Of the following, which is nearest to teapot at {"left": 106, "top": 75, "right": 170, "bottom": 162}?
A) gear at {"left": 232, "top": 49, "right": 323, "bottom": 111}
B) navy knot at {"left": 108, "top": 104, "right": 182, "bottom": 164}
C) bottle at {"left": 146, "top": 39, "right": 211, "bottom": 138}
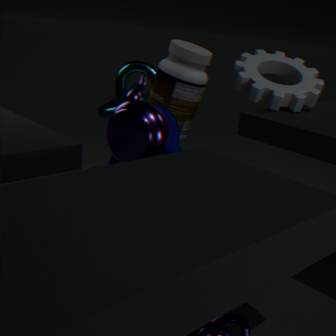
navy knot at {"left": 108, "top": 104, "right": 182, "bottom": 164}
